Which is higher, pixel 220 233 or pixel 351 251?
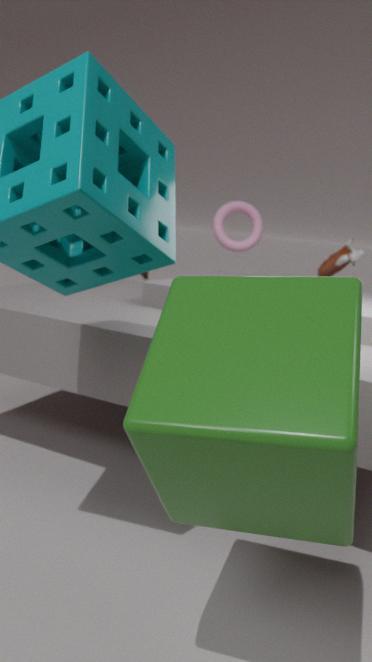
pixel 220 233
